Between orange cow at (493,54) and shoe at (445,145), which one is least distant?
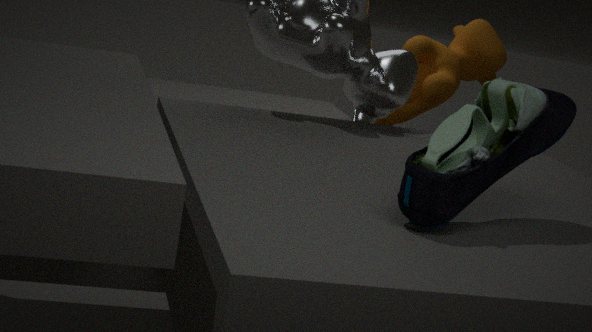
shoe at (445,145)
